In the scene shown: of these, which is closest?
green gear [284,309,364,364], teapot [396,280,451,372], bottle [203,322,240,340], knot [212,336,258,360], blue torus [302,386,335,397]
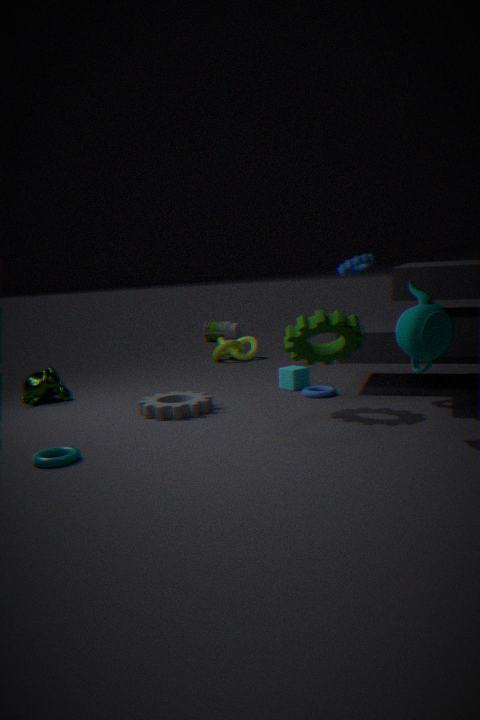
teapot [396,280,451,372]
